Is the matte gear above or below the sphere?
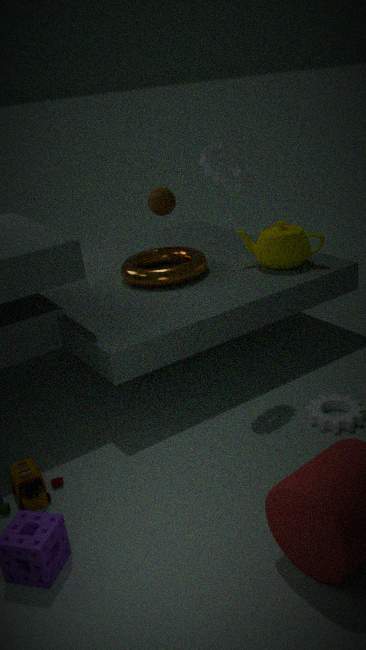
above
